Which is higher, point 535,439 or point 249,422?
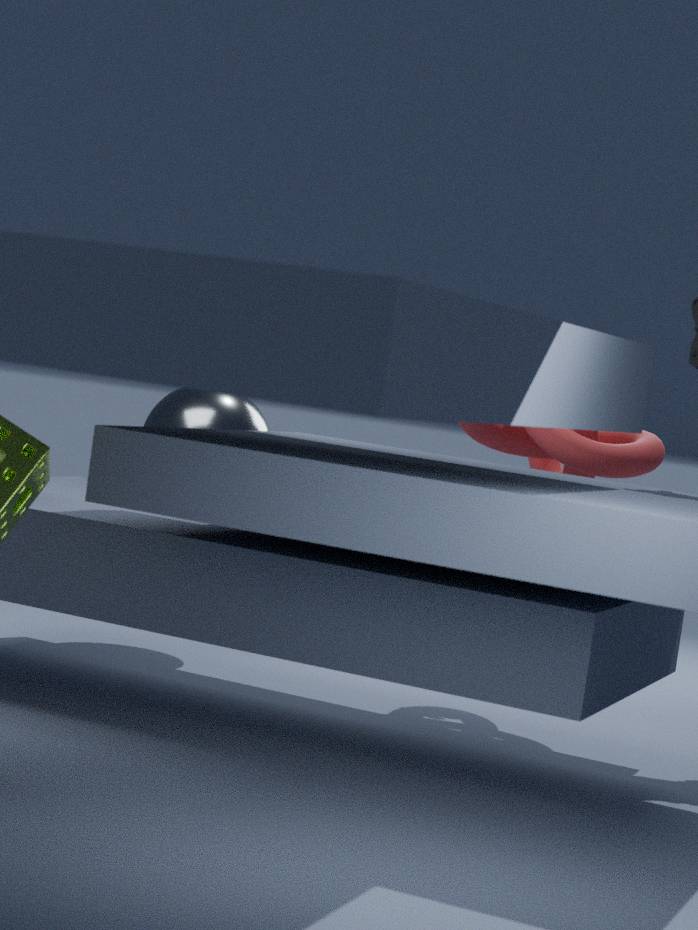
point 535,439
